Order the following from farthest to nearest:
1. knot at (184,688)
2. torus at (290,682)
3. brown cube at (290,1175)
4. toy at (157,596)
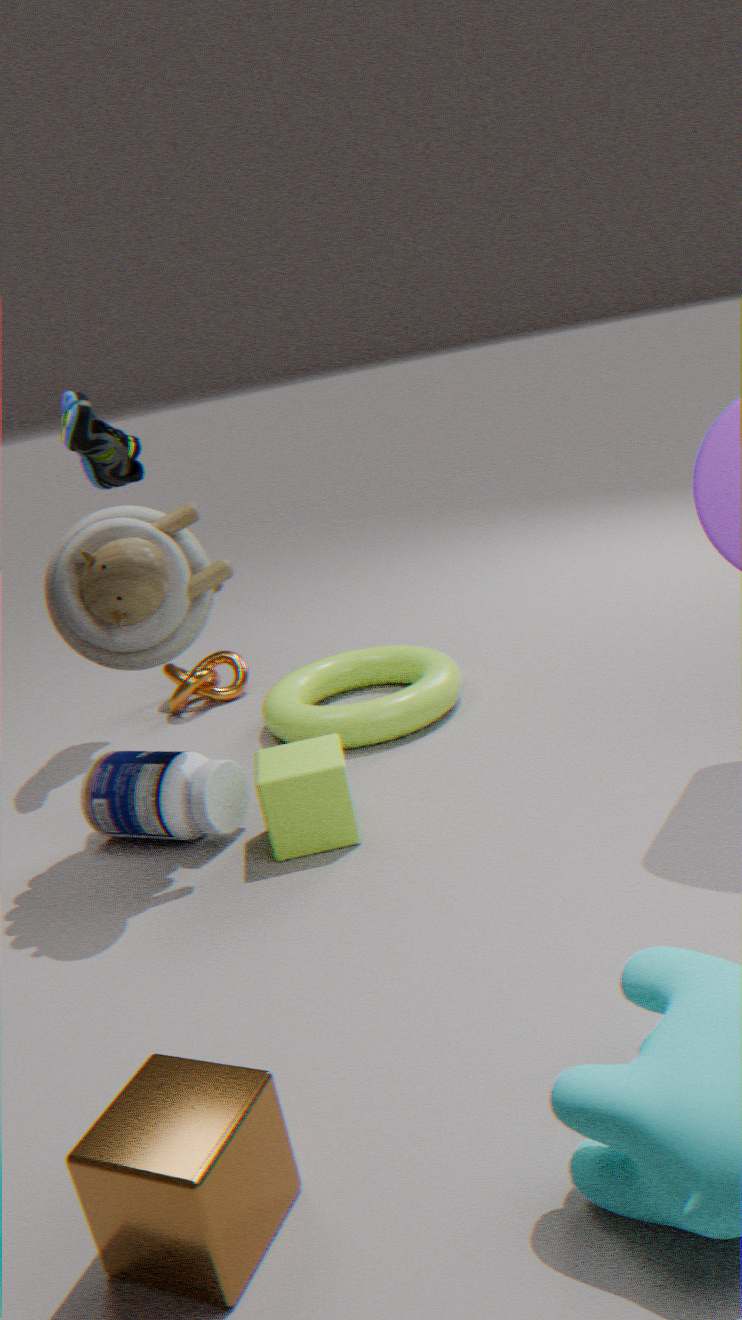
knot at (184,688)
torus at (290,682)
toy at (157,596)
brown cube at (290,1175)
